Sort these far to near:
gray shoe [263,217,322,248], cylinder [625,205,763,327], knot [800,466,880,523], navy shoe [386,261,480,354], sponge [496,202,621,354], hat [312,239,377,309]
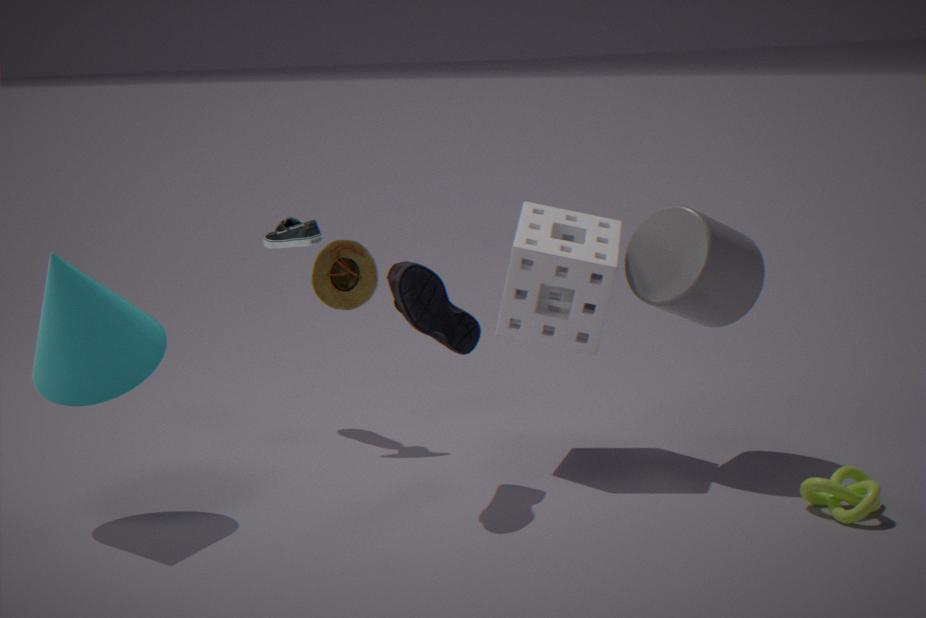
gray shoe [263,217,322,248], hat [312,239,377,309], sponge [496,202,621,354], cylinder [625,205,763,327], navy shoe [386,261,480,354], knot [800,466,880,523]
